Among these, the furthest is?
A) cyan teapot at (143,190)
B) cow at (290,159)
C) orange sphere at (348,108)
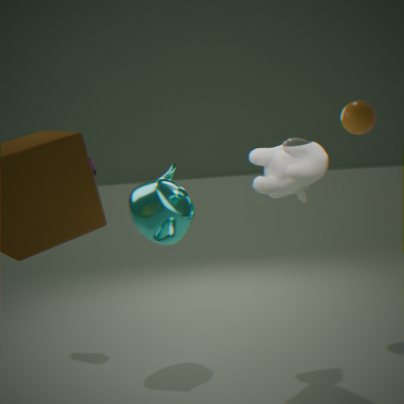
orange sphere at (348,108)
